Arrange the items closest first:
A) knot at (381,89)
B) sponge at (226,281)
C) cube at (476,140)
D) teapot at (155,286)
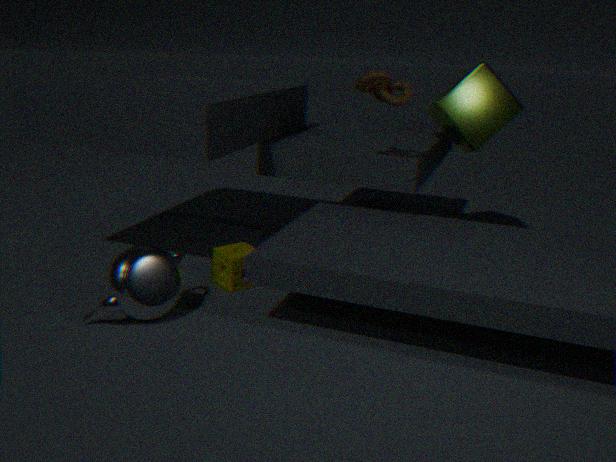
teapot at (155,286) < knot at (381,89) < sponge at (226,281) < cube at (476,140)
